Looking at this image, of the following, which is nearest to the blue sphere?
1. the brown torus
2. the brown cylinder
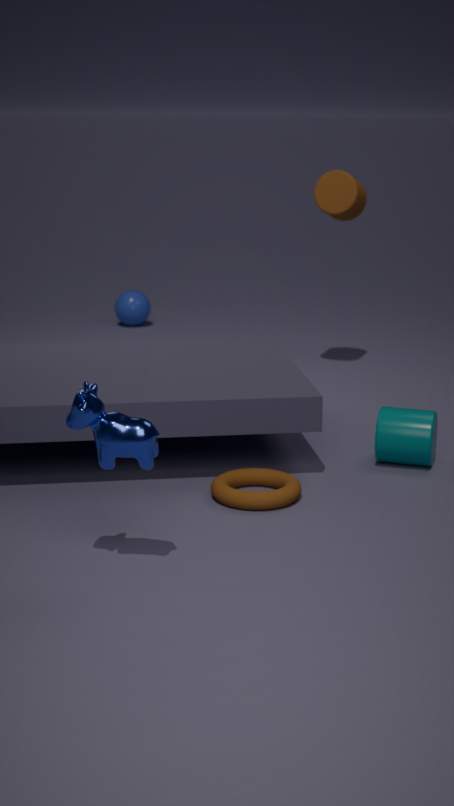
the brown cylinder
